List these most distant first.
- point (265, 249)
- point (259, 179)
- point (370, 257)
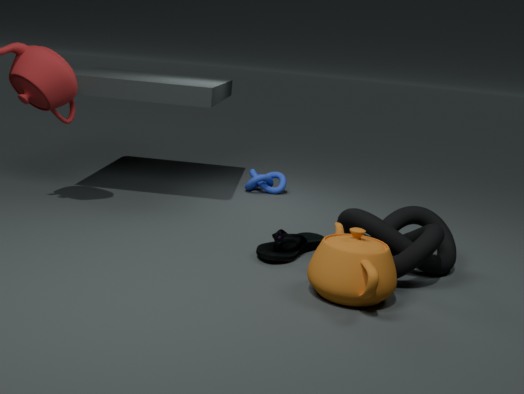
point (259, 179)
point (265, 249)
point (370, 257)
